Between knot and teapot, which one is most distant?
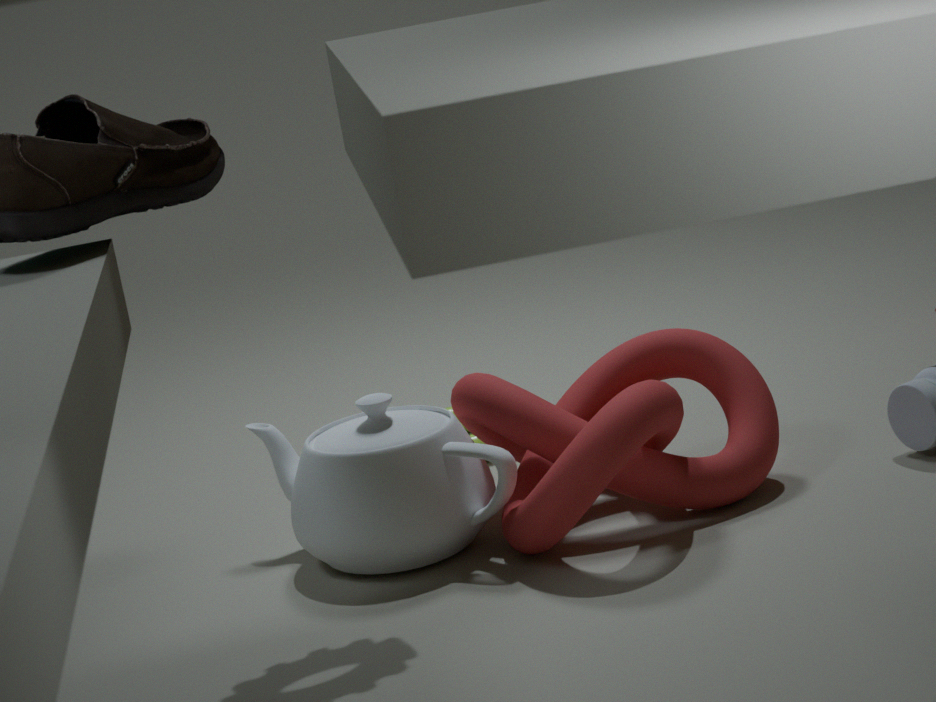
teapot
